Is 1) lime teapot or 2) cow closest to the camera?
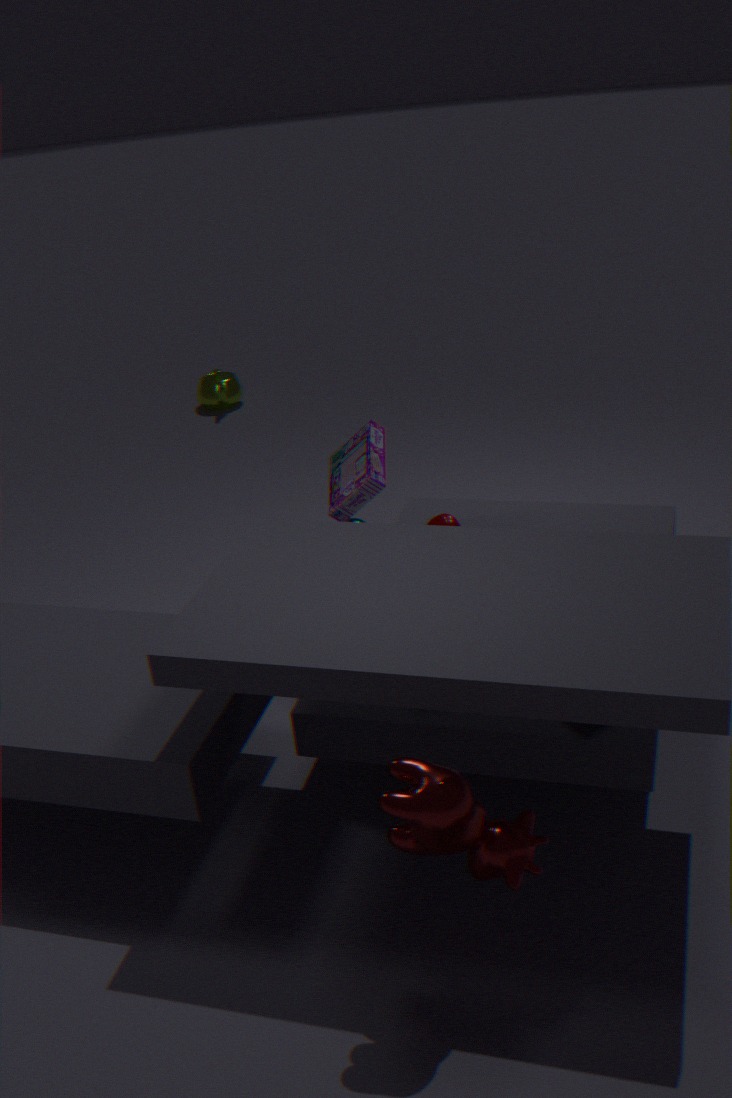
2. cow
